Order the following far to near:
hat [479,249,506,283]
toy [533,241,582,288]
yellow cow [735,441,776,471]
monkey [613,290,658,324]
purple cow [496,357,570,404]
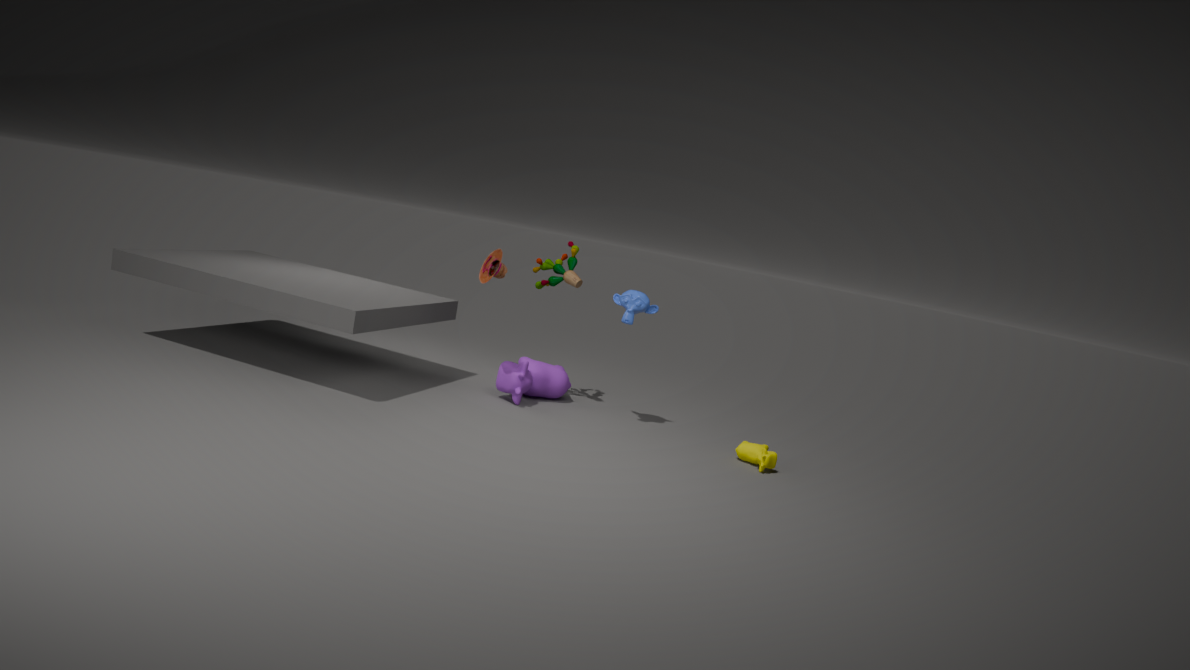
toy [533,241,582,288] → purple cow [496,357,570,404] → monkey [613,290,658,324] → hat [479,249,506,283] → yellow cow [735,441,776,471]
